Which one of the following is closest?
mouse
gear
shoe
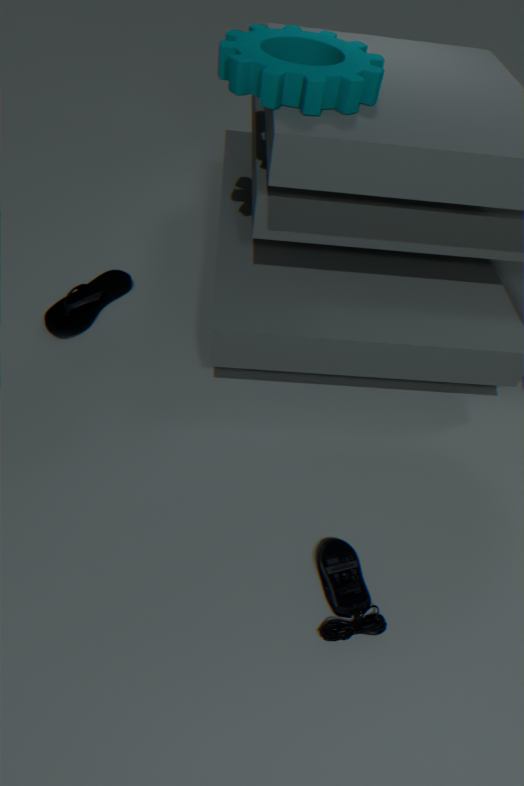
mouse
